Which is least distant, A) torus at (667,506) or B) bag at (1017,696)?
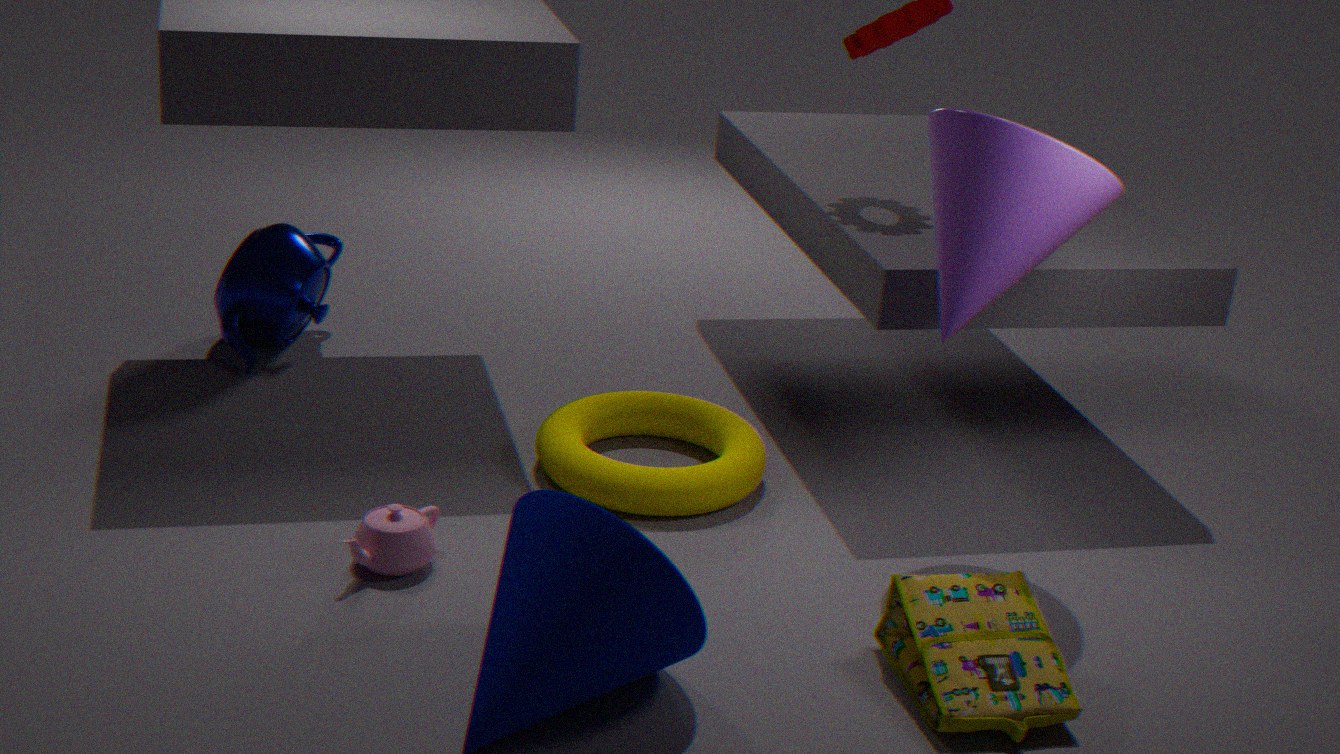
B. bag at (1017,696)
